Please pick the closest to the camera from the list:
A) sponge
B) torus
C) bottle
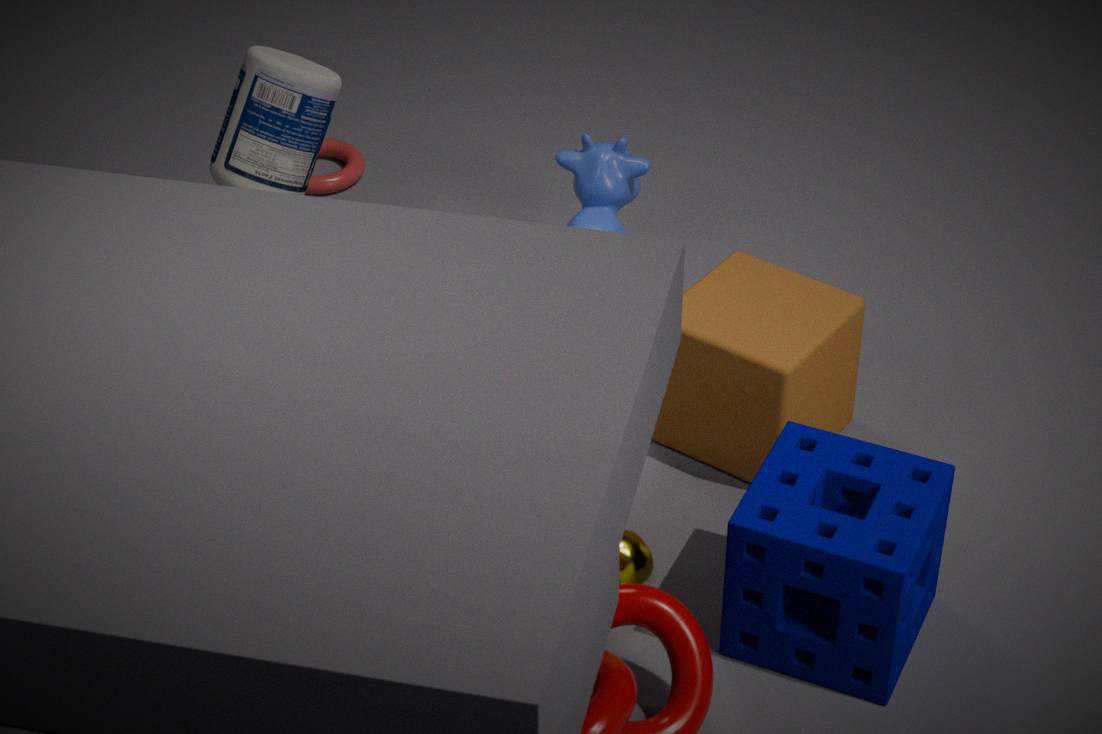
sponge
